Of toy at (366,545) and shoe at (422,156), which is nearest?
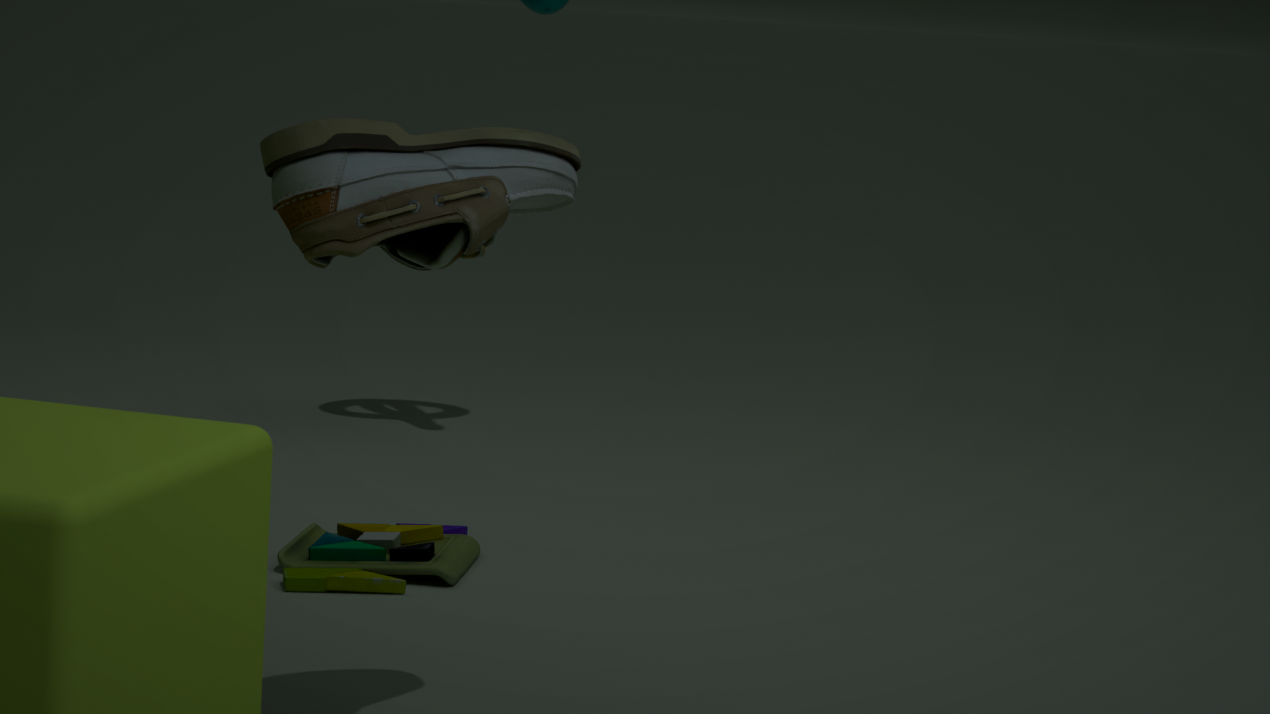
shoe at (422,156)
